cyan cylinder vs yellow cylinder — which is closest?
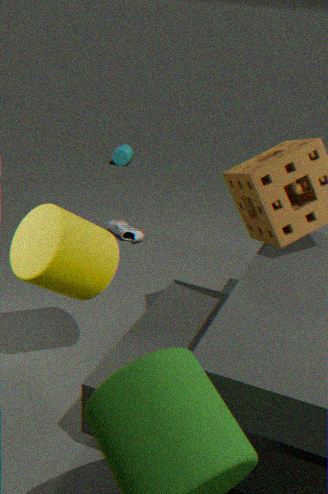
yellow cylinder
